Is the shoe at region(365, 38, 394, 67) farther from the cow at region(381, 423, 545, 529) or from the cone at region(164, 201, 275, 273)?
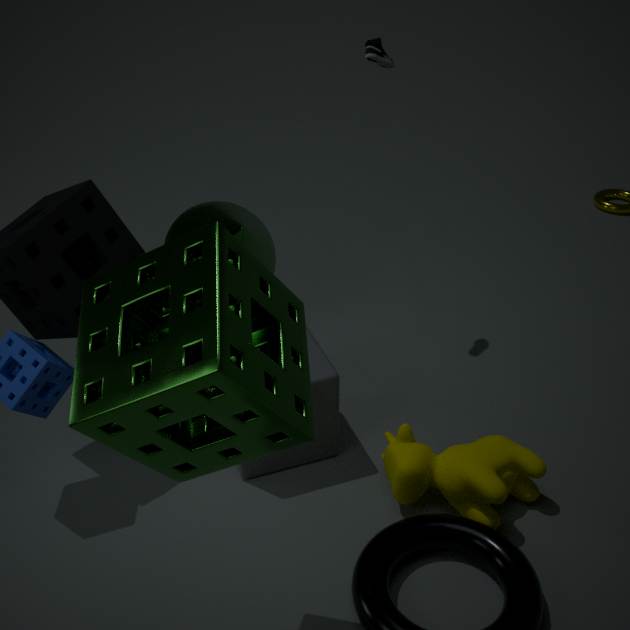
the cow at region(381, 423, 545, 529)
